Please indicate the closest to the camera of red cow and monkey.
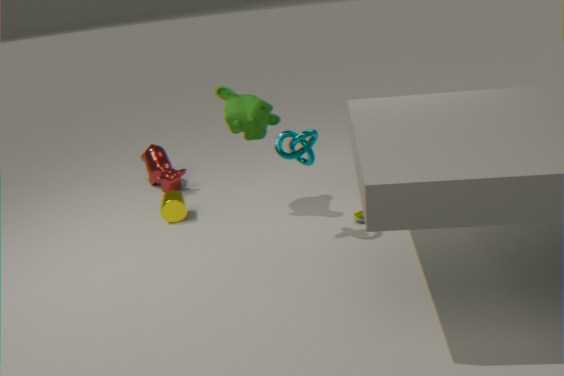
monkey
